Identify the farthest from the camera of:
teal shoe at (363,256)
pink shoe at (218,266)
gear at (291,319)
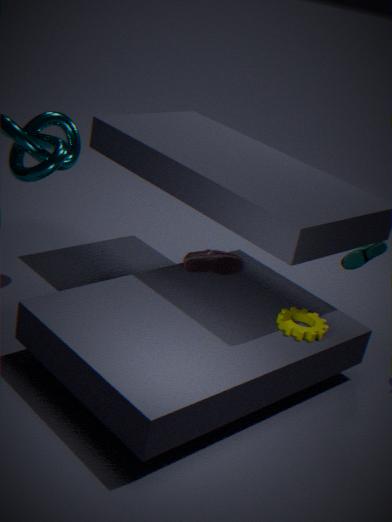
teal shoe at (363,256)
